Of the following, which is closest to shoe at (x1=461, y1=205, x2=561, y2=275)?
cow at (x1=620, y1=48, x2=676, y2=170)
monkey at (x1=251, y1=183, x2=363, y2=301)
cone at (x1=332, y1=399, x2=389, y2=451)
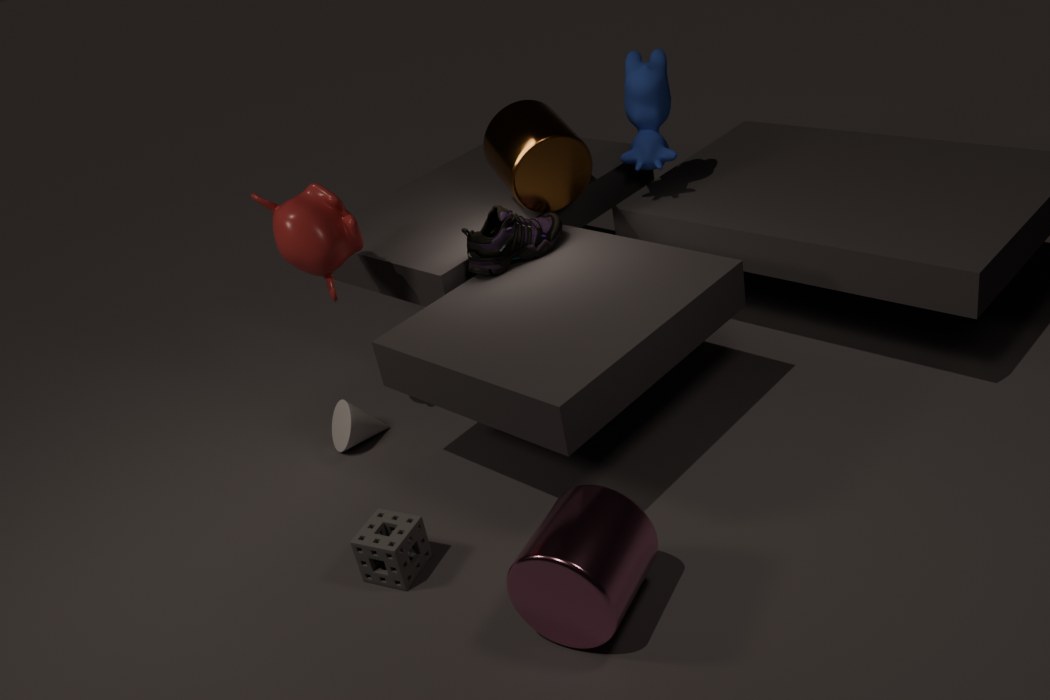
monkey at (x1=251, y1=183, x2=363, y2=301)
